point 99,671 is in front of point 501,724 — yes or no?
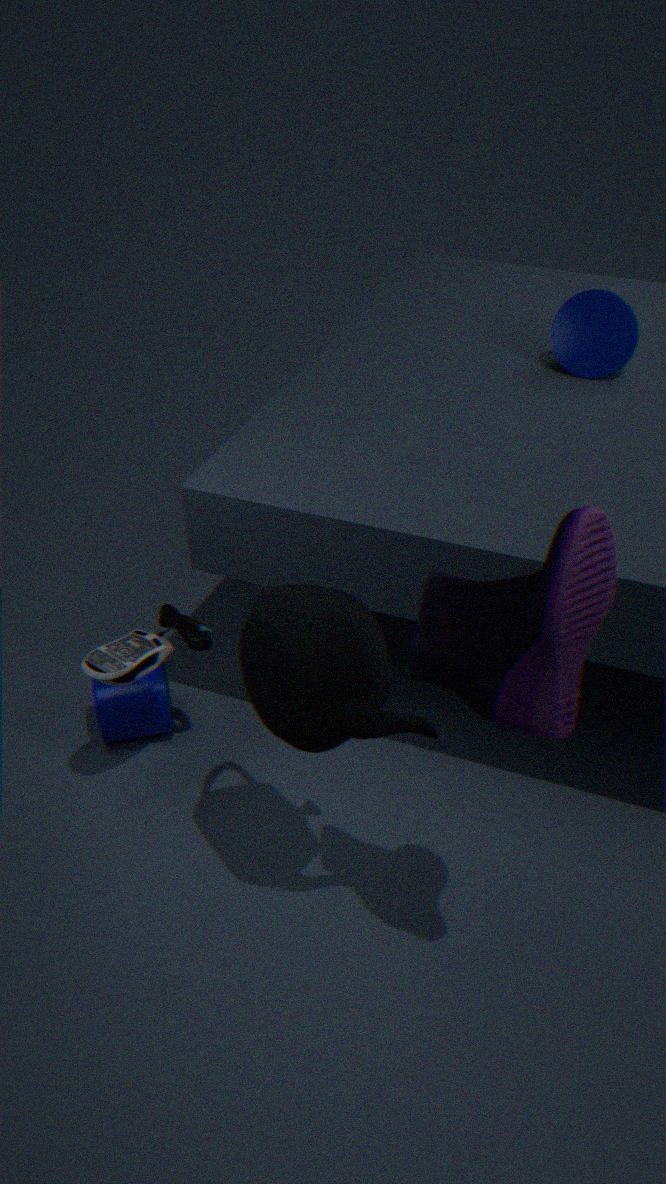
No
